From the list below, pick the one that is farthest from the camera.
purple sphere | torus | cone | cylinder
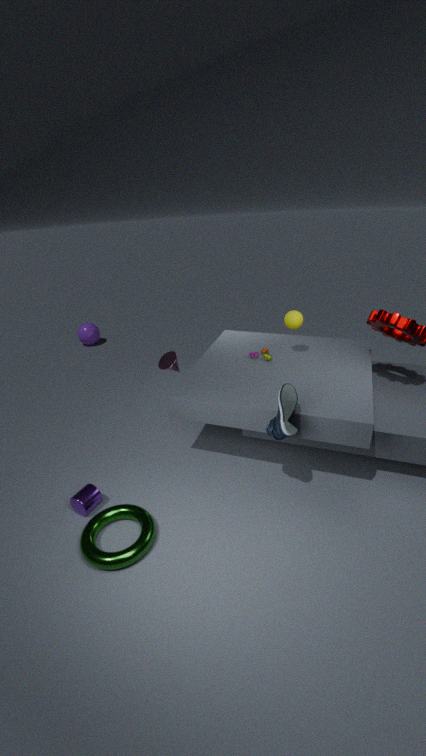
purple sphere
